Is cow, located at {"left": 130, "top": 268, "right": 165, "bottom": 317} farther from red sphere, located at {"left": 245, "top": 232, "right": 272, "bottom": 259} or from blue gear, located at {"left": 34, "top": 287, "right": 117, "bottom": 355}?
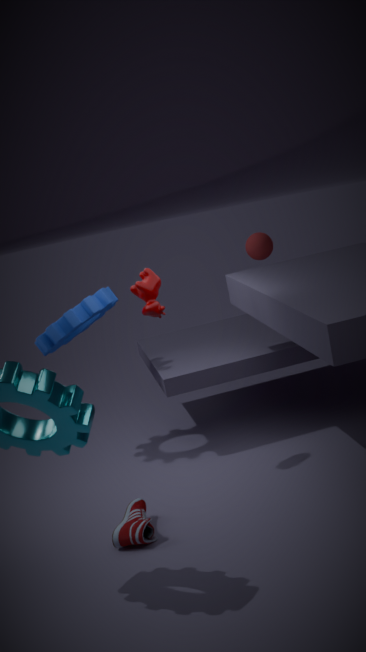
red sphere, located at {"left": 245, "top": 232, "right": 272, "bottom": 259}
